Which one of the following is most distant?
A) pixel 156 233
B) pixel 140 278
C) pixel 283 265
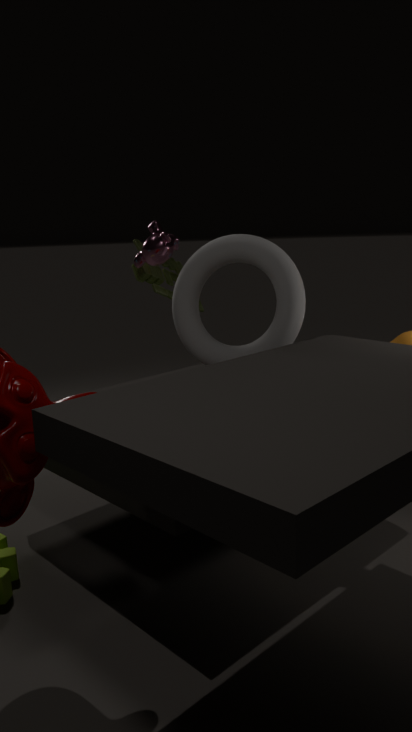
pixel 140 278
